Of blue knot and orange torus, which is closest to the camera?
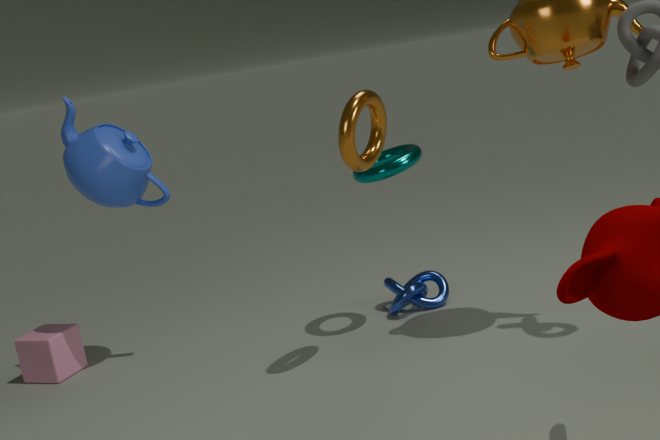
orange torus
